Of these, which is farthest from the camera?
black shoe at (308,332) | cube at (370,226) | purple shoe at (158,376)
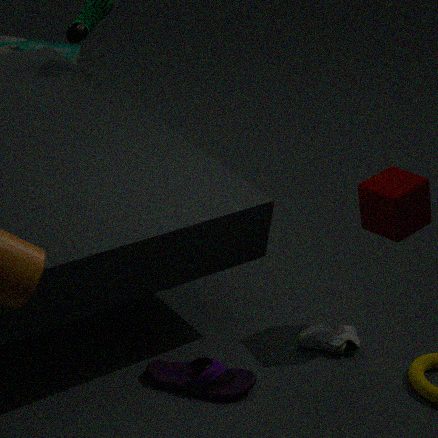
black shoe at (308,332)
